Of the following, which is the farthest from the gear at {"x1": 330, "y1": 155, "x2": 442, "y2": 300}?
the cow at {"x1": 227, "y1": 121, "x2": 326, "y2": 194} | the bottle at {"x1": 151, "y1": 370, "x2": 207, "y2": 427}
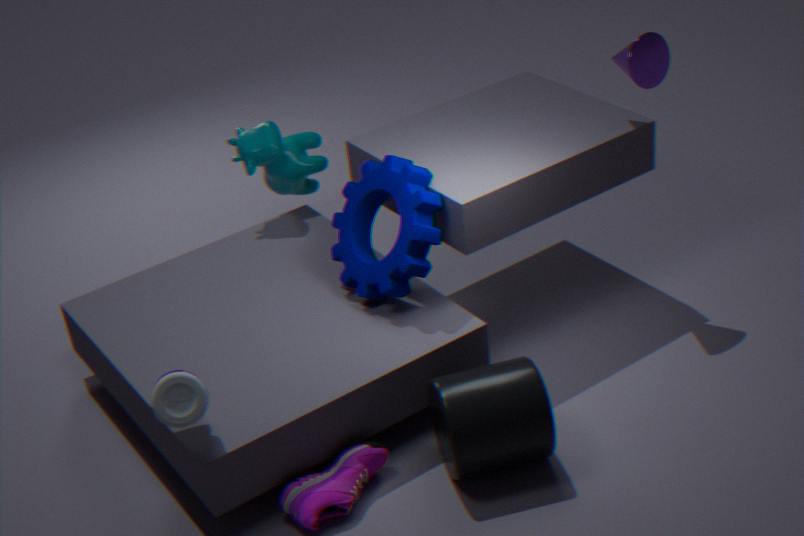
the bottle at {"x1": 151, "y1": 370, "x2": 207, "y2": 427}
